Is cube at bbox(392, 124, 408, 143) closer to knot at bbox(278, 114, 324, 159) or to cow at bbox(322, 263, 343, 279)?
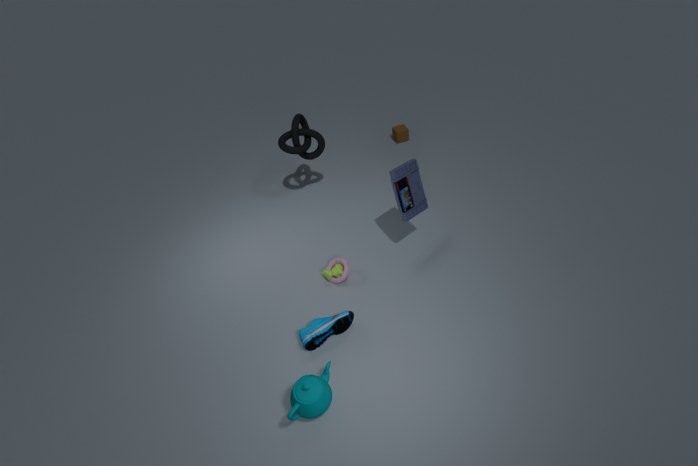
knot at bbox(278, 114, 324, 159)
